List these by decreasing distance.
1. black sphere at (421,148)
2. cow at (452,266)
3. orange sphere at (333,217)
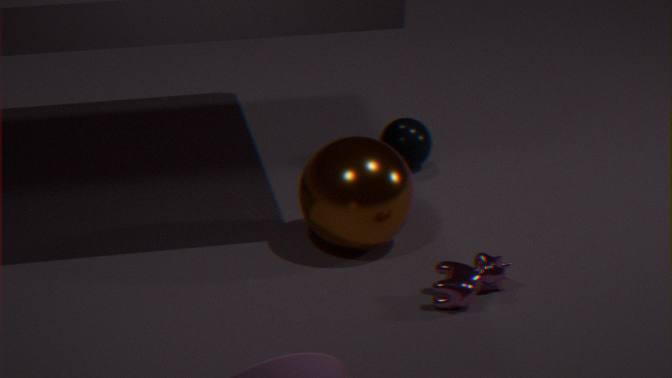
black sphere at (421,148)
orange sphere at (333,217)
cow at (452,266)
